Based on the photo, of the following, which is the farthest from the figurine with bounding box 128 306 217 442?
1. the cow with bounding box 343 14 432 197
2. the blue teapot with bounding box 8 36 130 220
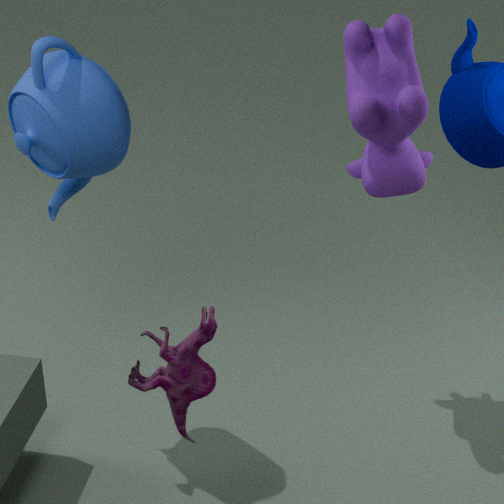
the cow with bounding box 343 14 432 197
